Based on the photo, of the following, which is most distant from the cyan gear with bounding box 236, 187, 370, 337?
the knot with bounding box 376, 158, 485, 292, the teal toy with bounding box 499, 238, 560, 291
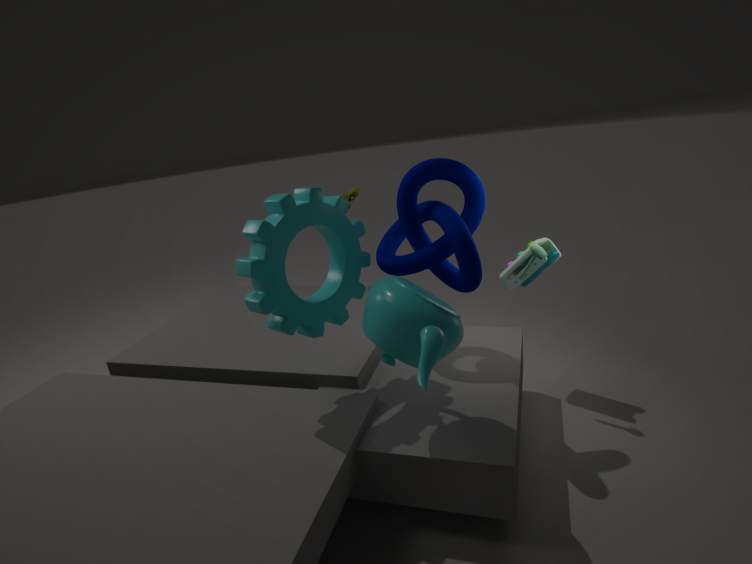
the teal toy with bounding box 499, 238, 560, 291
